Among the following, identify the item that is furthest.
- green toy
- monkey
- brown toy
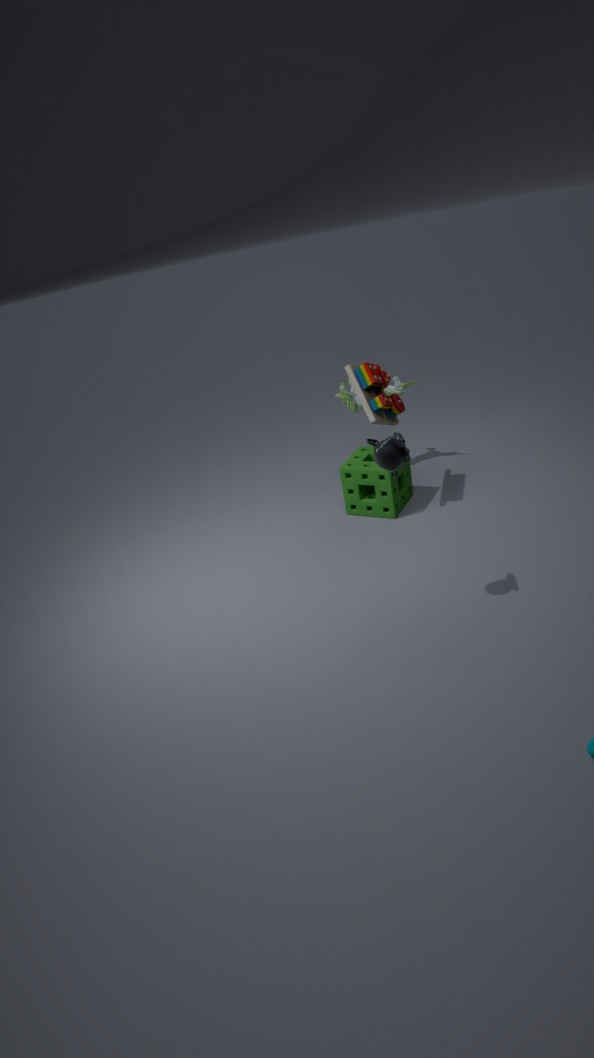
green toy
